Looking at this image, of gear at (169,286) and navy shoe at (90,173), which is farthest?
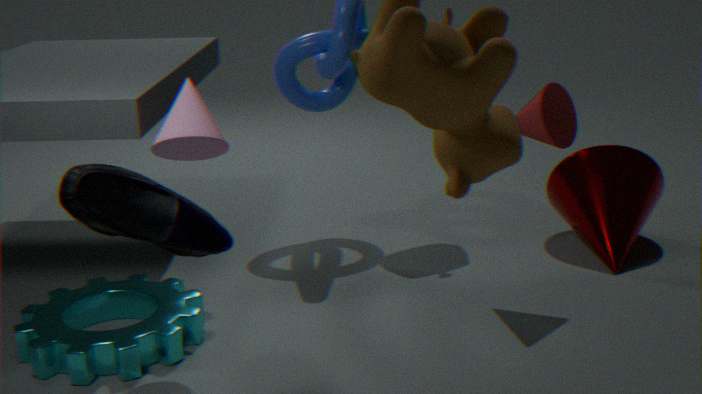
gear at (169,286)
